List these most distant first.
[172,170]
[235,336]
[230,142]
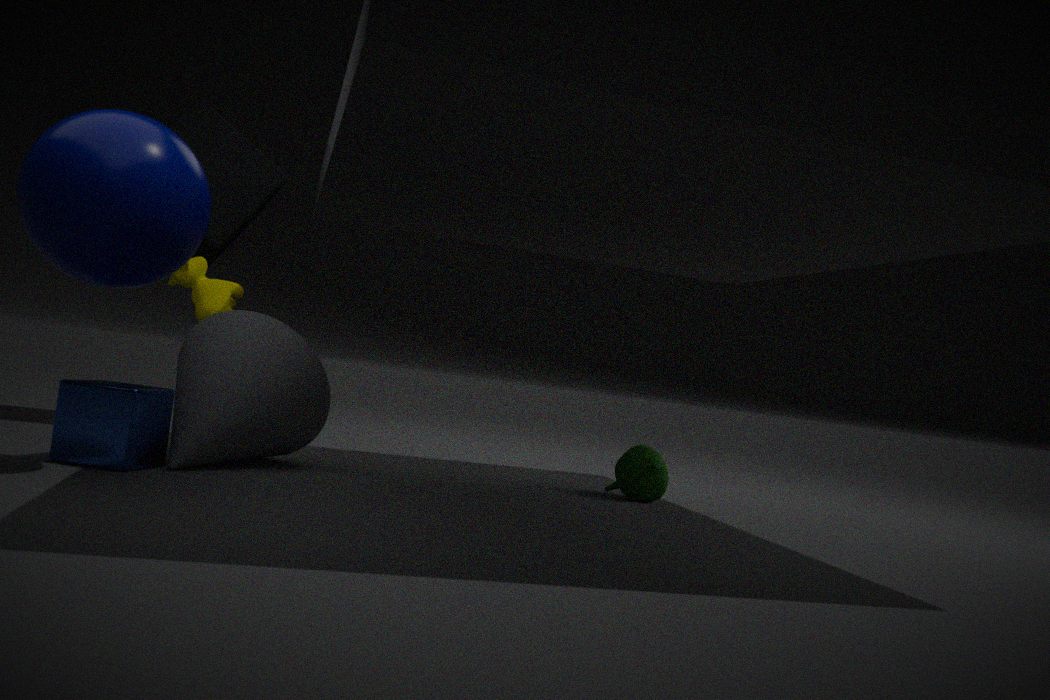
[230,142]
[235,336]
[172,170]
